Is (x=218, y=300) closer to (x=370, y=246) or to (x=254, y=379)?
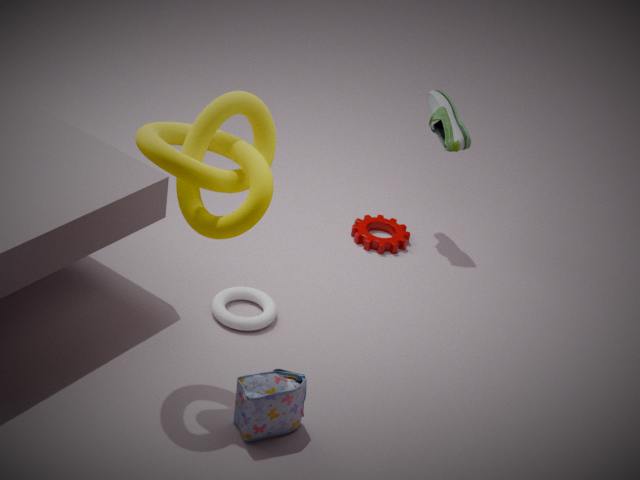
(x=254, y=379)
